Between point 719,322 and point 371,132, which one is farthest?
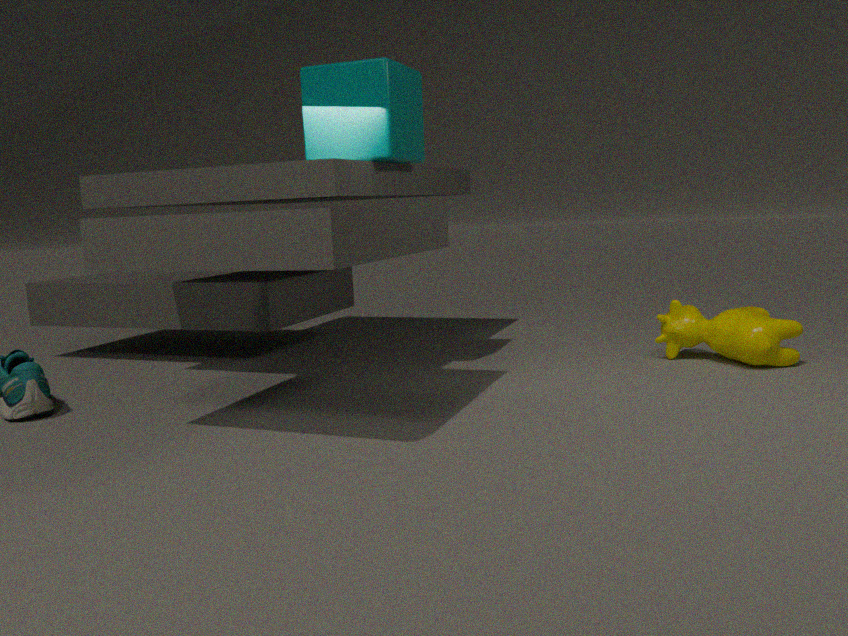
point 719,322
